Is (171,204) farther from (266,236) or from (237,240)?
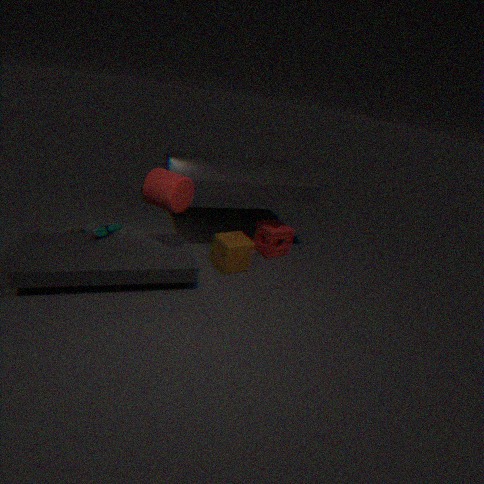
(266,236)
